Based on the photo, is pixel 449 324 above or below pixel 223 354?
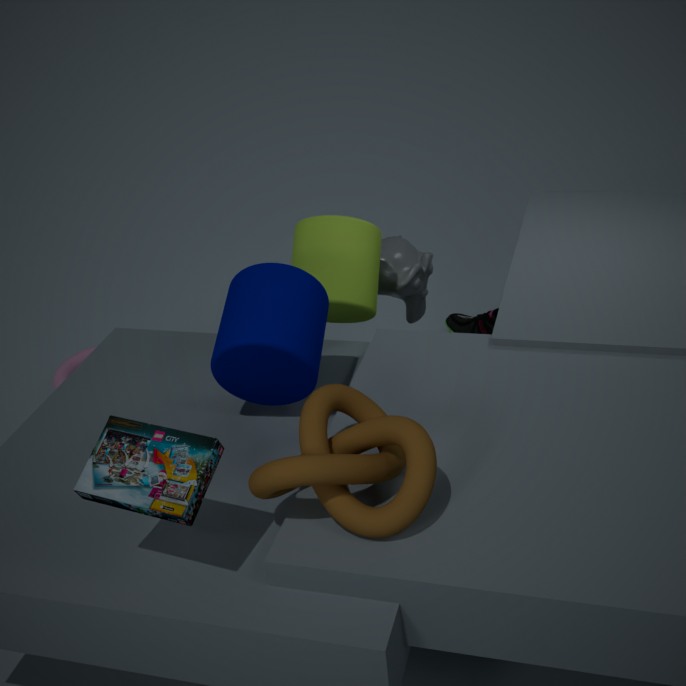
below
